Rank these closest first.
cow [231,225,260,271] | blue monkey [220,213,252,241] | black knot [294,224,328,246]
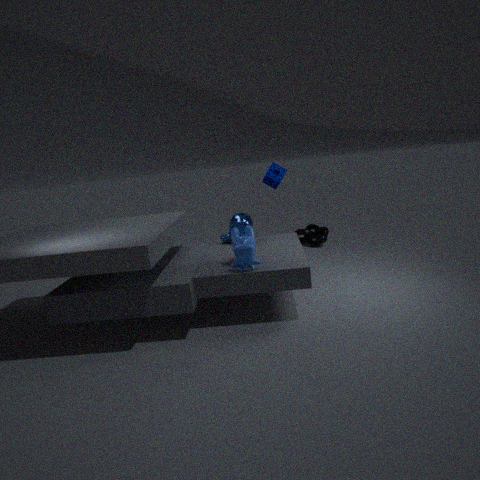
cow [231,225,260,271] < blue monkey [220,213,252,241] < black knot [294,224,328,246]
